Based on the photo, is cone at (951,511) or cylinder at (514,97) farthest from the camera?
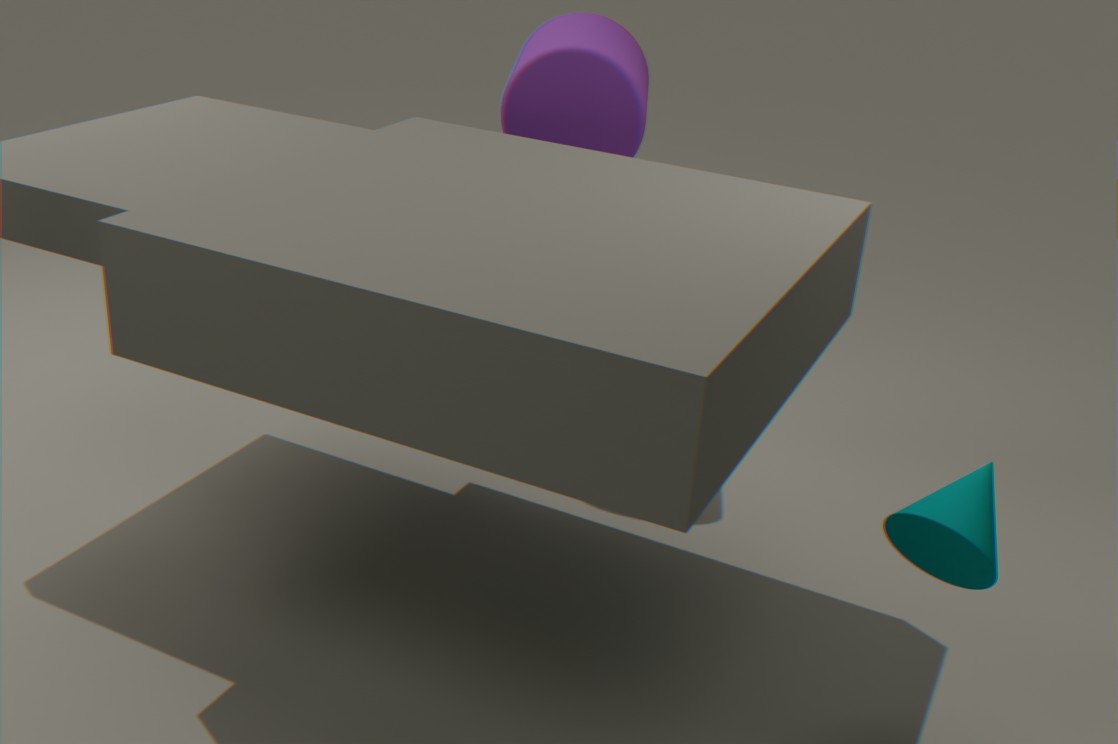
cylinder at (514,97)
